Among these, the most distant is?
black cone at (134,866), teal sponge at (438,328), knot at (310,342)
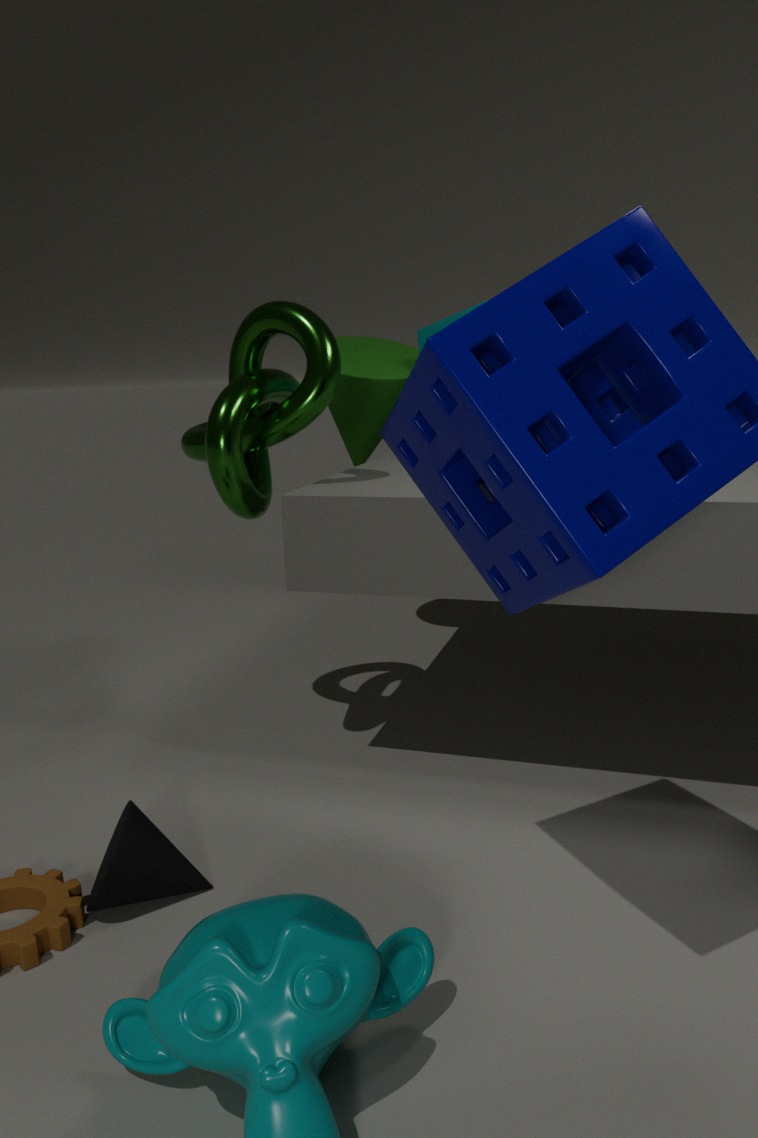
teal sponge at (438,328)
